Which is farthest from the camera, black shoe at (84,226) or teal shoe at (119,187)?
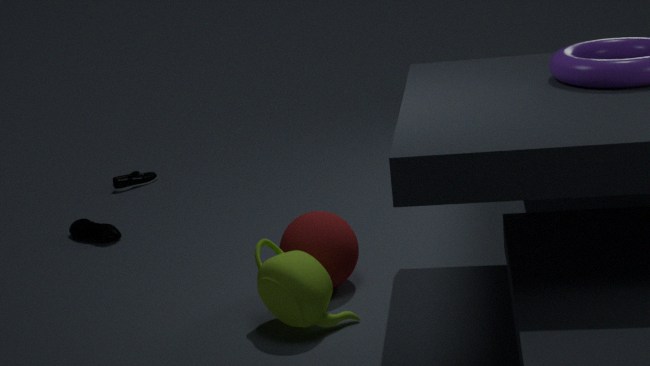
teal shoe at (119,187)
